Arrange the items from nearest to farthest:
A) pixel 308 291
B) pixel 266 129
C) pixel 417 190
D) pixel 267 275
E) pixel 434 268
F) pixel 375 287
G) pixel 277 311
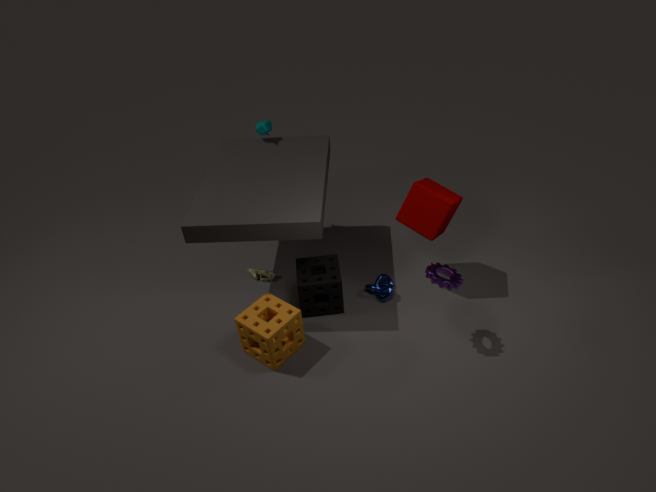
pixel 434 268 < pixel 277 311 < pixel 417 190 < pixel 308 291 < pixel 375 287 < pixel 267 275 < pixel 266 129
